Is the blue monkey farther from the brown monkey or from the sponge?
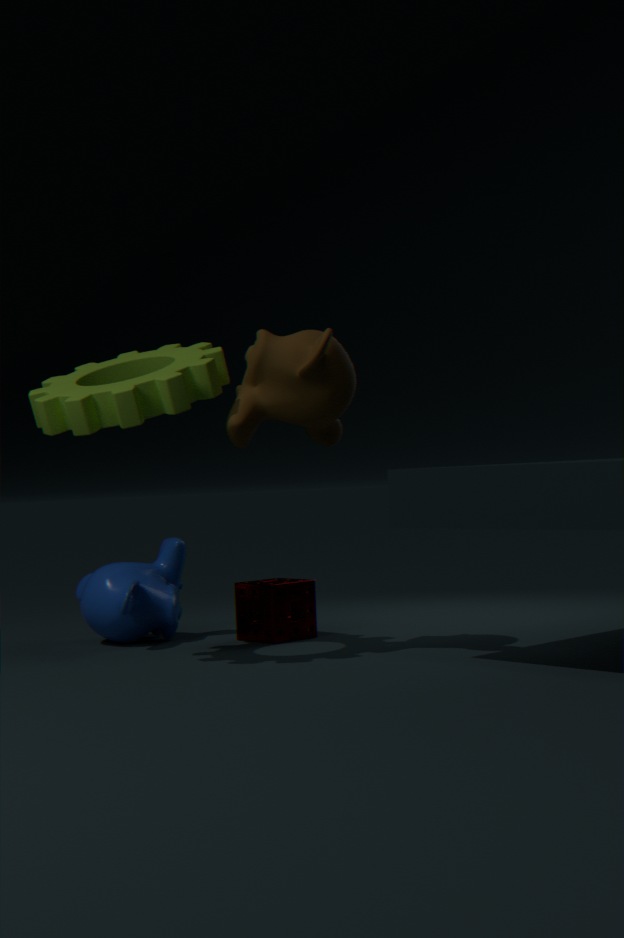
the brown monkey
